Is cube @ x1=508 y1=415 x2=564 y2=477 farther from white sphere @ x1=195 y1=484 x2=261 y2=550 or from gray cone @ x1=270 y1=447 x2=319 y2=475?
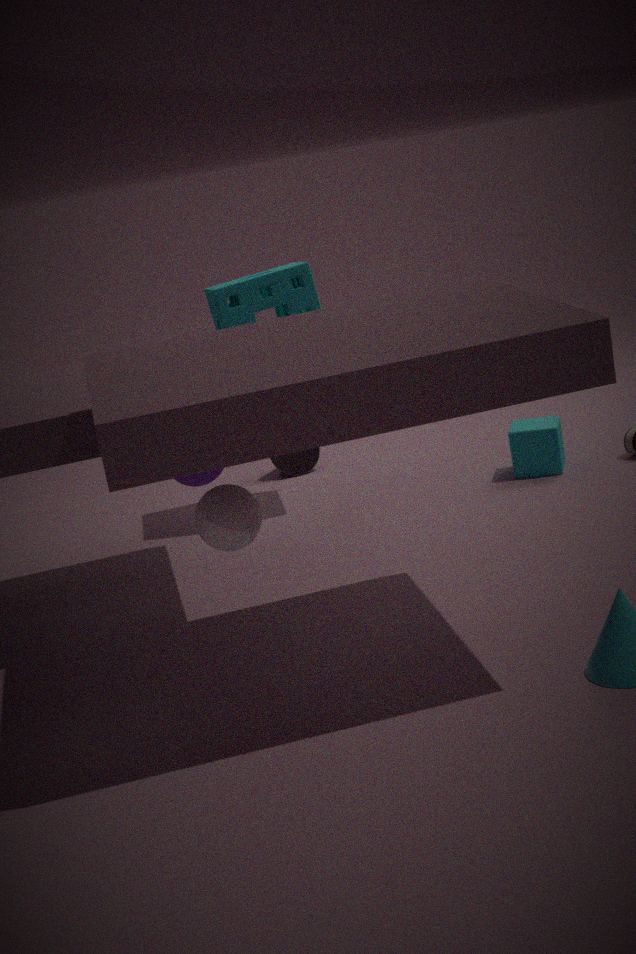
white sphere @ x1=195 y1=484 x2=261 y2=550
